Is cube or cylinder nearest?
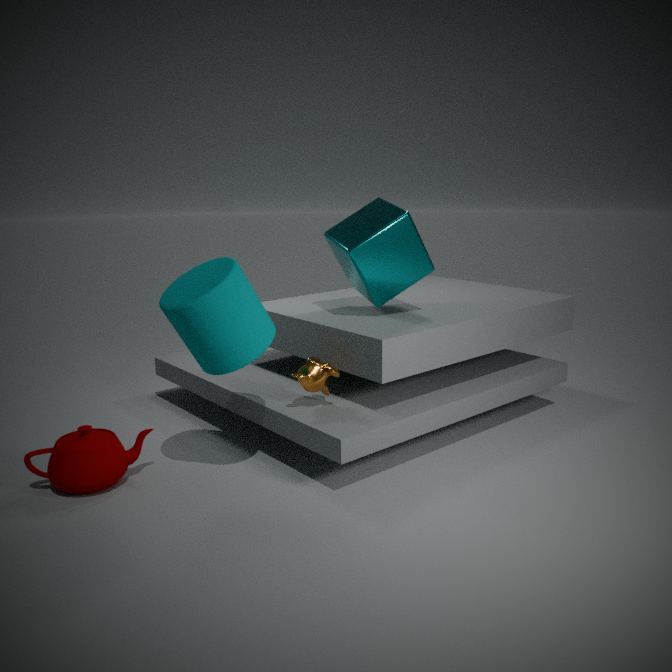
cylinder
